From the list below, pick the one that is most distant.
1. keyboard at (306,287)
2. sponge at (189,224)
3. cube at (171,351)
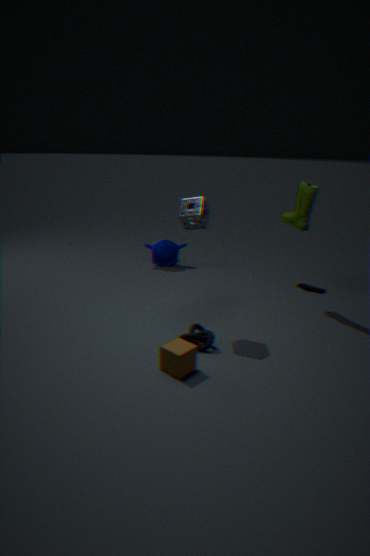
keyboard at (306,287)
